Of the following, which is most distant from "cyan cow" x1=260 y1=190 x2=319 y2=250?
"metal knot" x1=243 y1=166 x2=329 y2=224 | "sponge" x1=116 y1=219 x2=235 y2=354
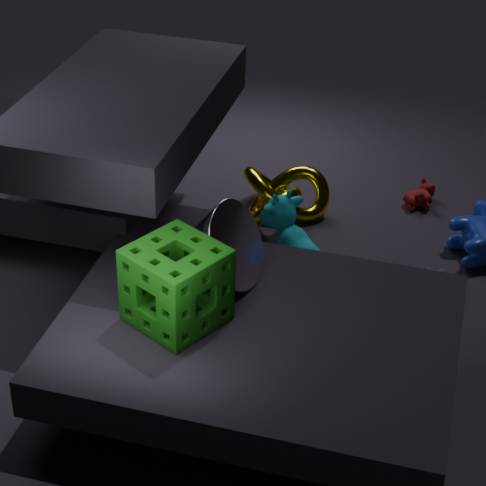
"sponge" x1=116 y1=219 x2=235 y2=354
